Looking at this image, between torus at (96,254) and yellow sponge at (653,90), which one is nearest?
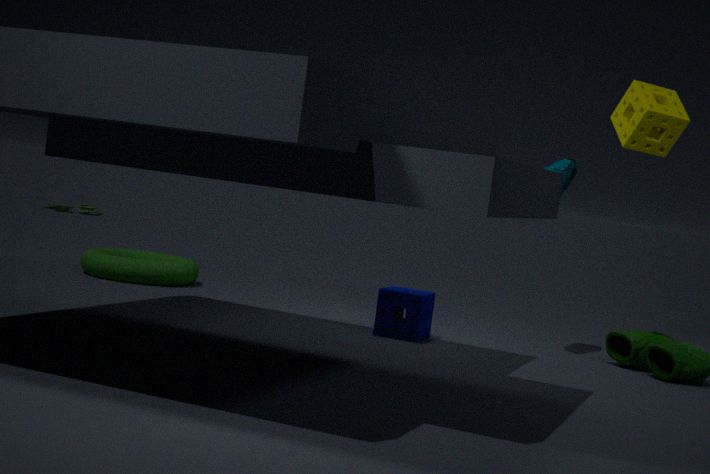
yellow sponge at (653,90)
